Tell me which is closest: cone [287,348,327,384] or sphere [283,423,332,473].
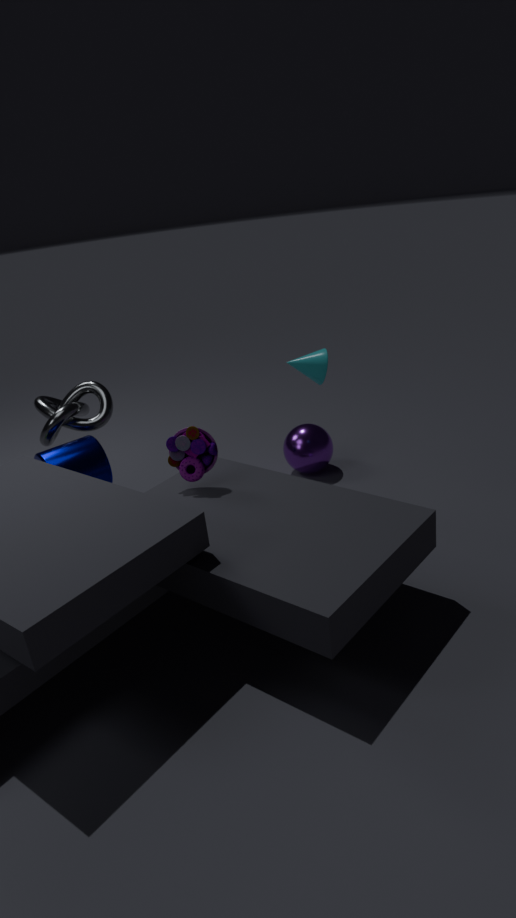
cone [287,348,327,384]
